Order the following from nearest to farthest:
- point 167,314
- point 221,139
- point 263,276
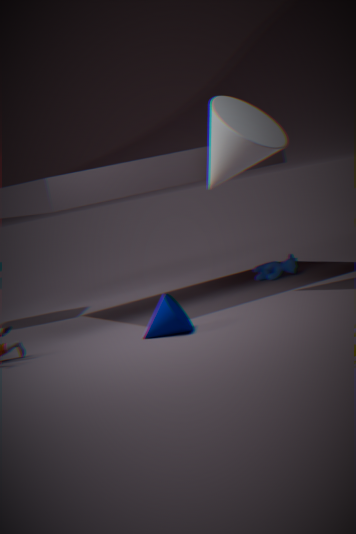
Result: point 167,314 → point 221,139 → point 263,276
